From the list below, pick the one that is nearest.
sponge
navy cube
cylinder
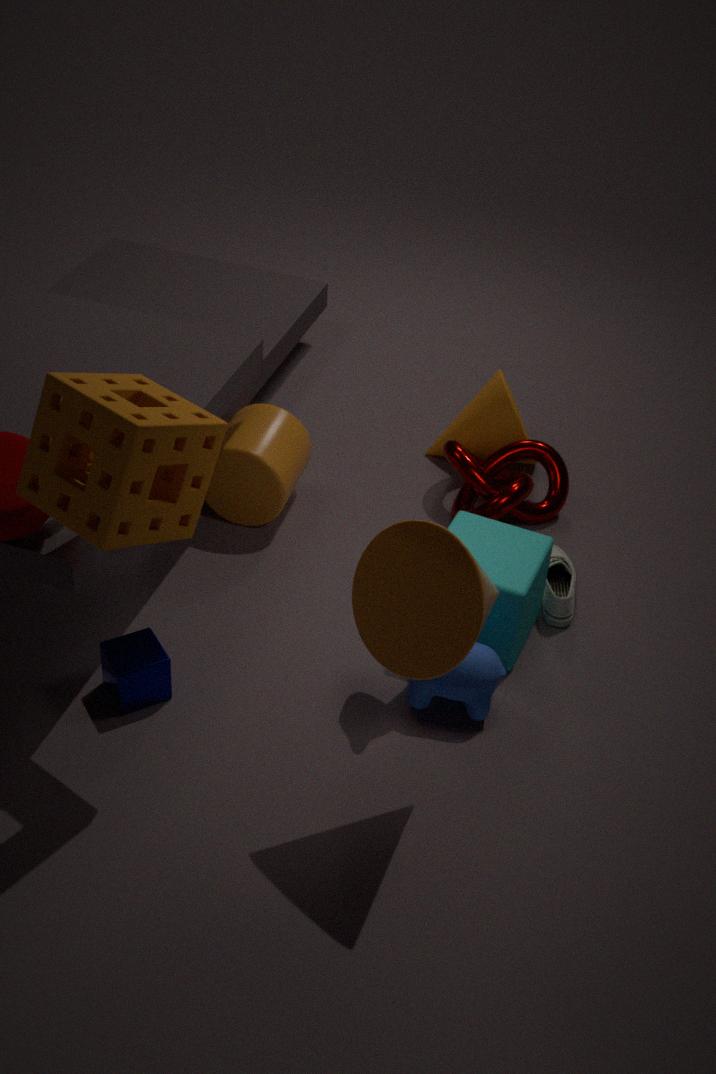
sponge
